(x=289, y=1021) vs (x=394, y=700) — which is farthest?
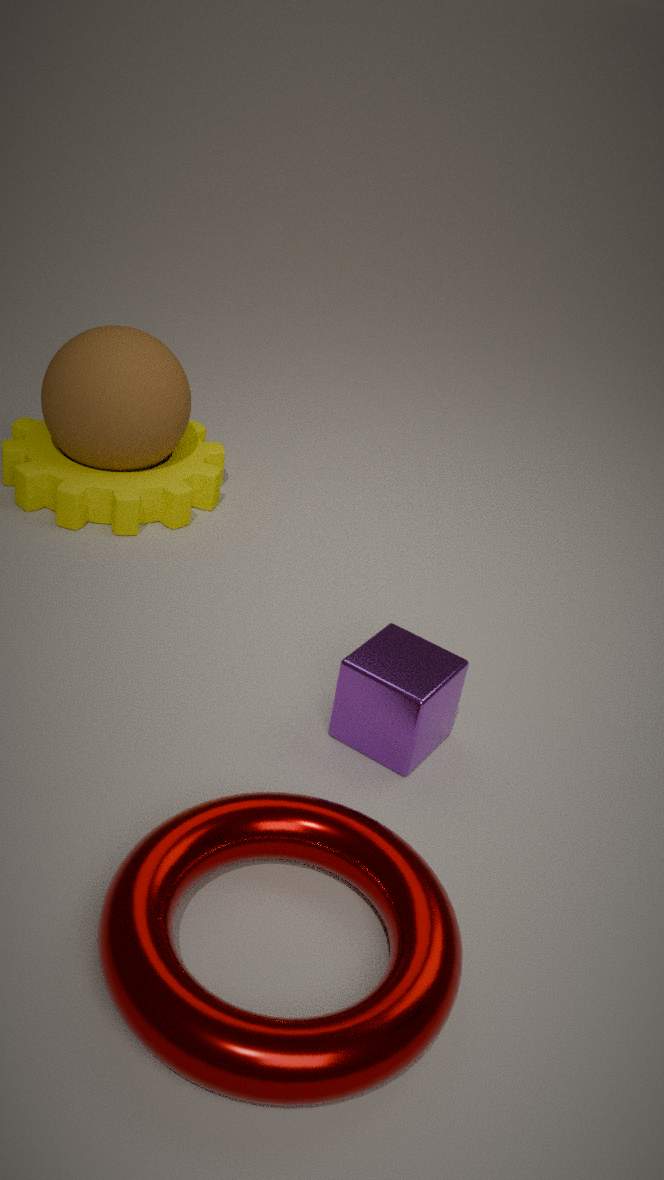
(x=394, y=700)
